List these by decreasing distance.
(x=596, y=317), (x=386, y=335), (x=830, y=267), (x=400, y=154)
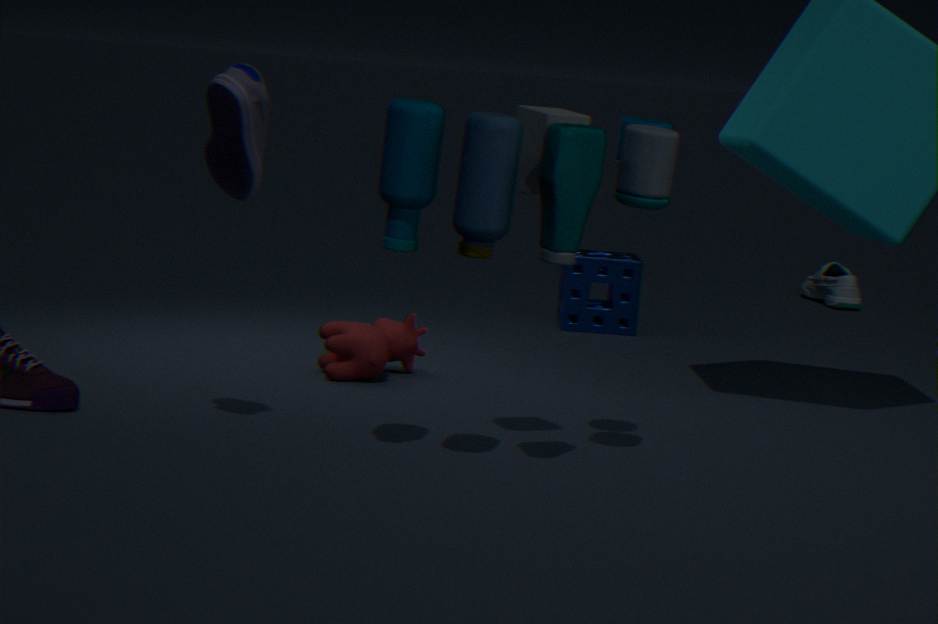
(x=830, y=267), (x=596, y=317), (x=386, y=335), (x=400, y=154)
